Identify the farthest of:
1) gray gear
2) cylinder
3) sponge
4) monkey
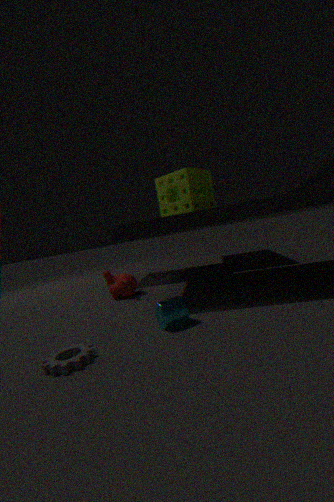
4. monkey
